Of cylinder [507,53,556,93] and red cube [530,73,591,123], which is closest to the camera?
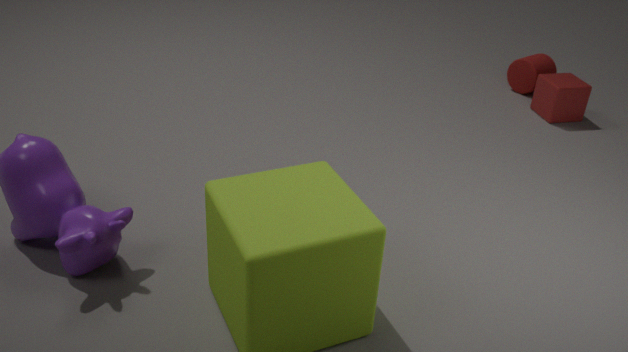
red cube [530,73,591,123]
